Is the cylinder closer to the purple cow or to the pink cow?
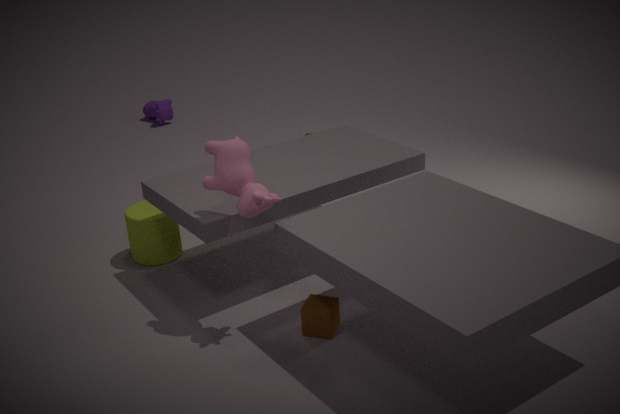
the pink cow
